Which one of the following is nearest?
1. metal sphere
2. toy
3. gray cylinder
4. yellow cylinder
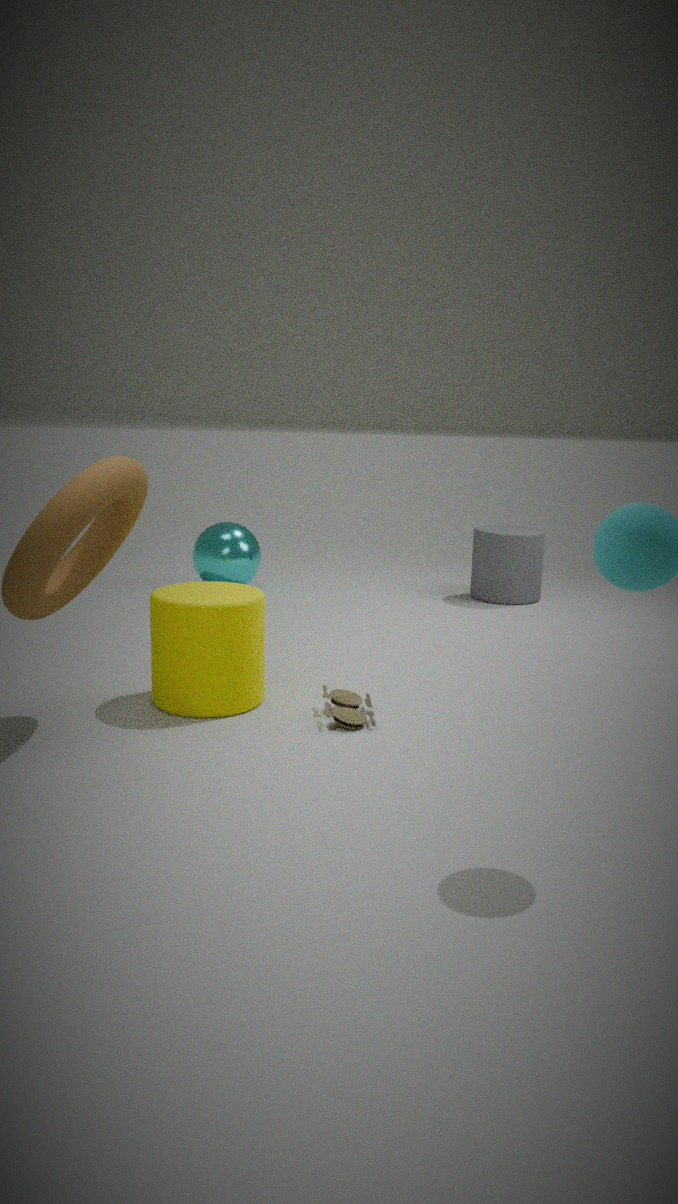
toy
